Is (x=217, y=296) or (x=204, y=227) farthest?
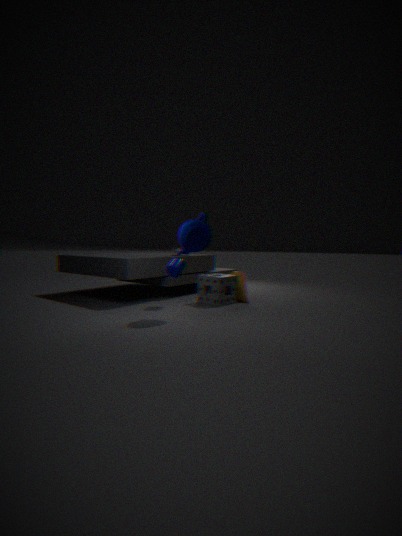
(x=217, y=296)
